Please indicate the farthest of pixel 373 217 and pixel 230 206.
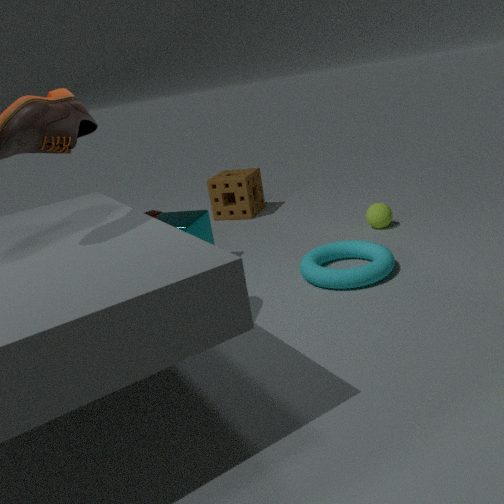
pixel 230 206
